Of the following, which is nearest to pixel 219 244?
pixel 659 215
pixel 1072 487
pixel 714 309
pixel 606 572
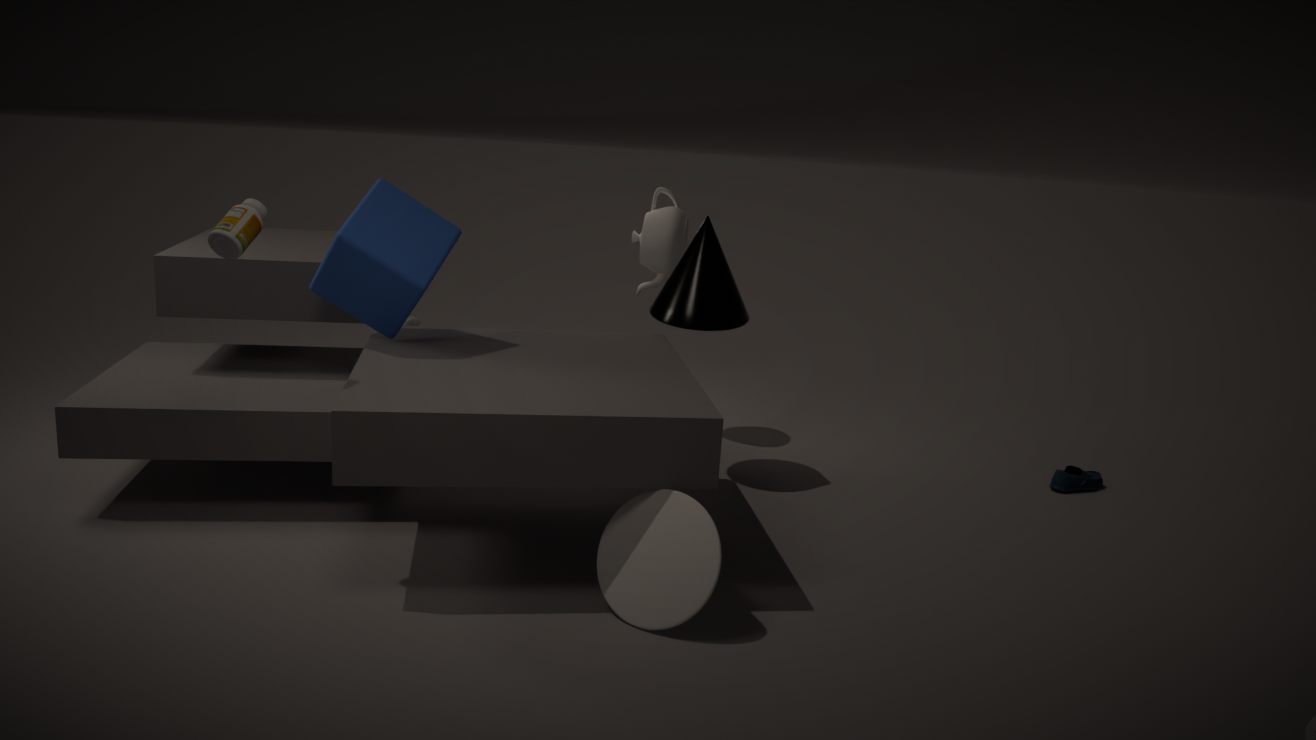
pixel 606 572
